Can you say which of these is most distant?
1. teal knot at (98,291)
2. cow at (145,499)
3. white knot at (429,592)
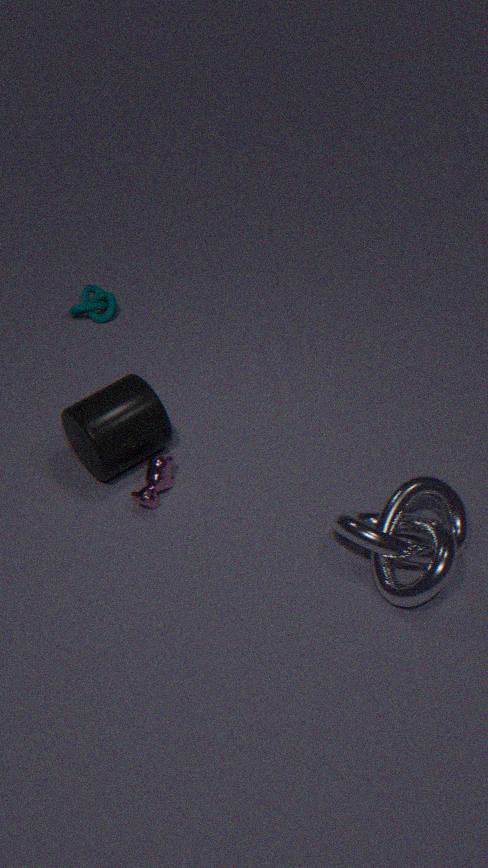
teal knot at (98,291)
